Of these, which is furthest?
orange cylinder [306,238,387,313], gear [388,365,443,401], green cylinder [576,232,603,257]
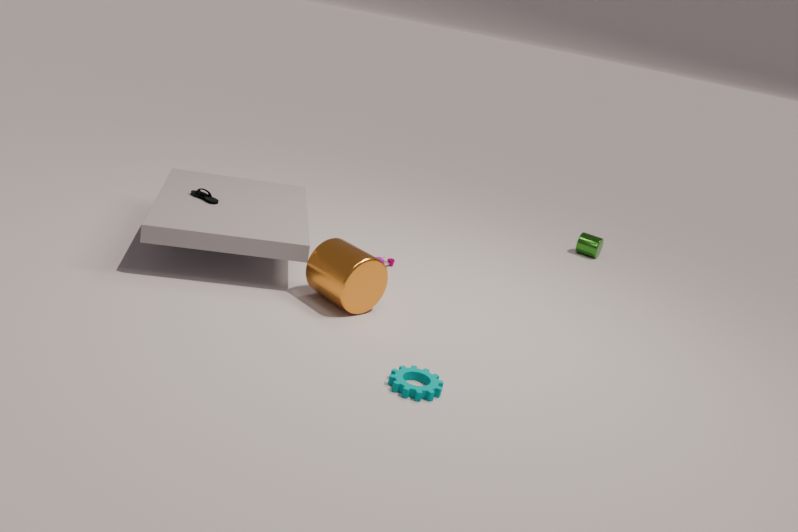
green cylinder [576,232,603,257]
